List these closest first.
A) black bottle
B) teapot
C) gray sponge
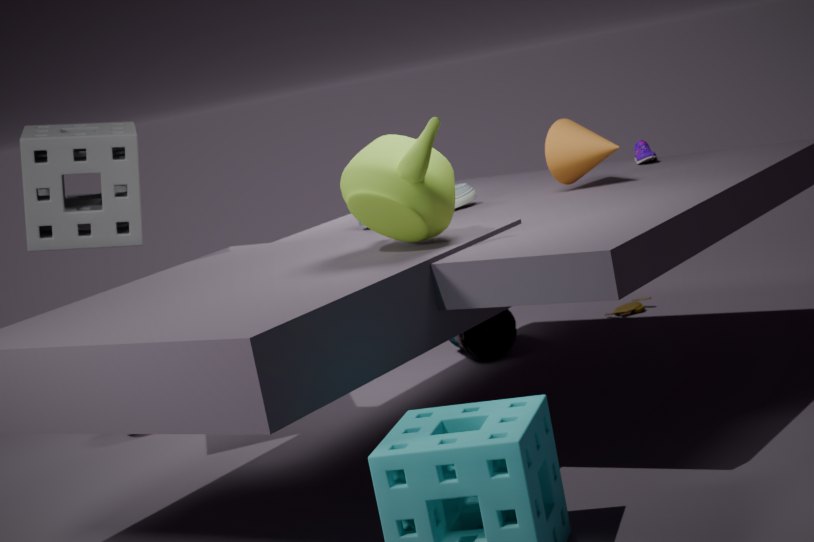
teapot, gray sponge, black bottle
